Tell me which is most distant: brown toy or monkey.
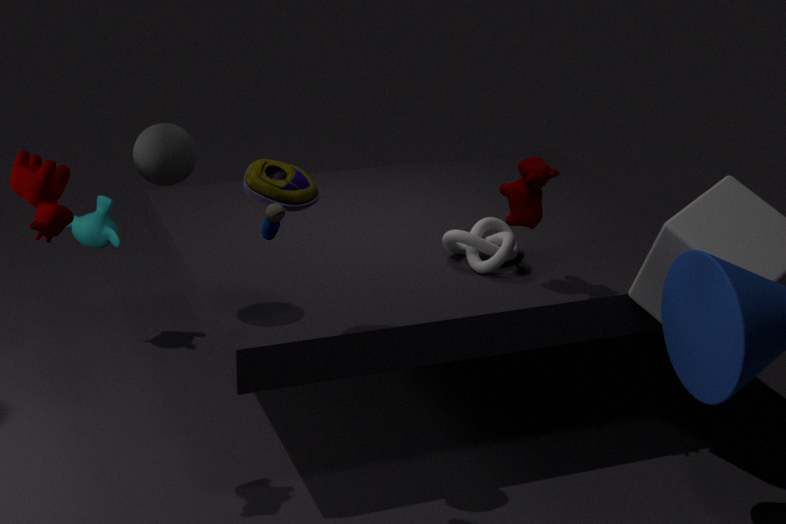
monkey
